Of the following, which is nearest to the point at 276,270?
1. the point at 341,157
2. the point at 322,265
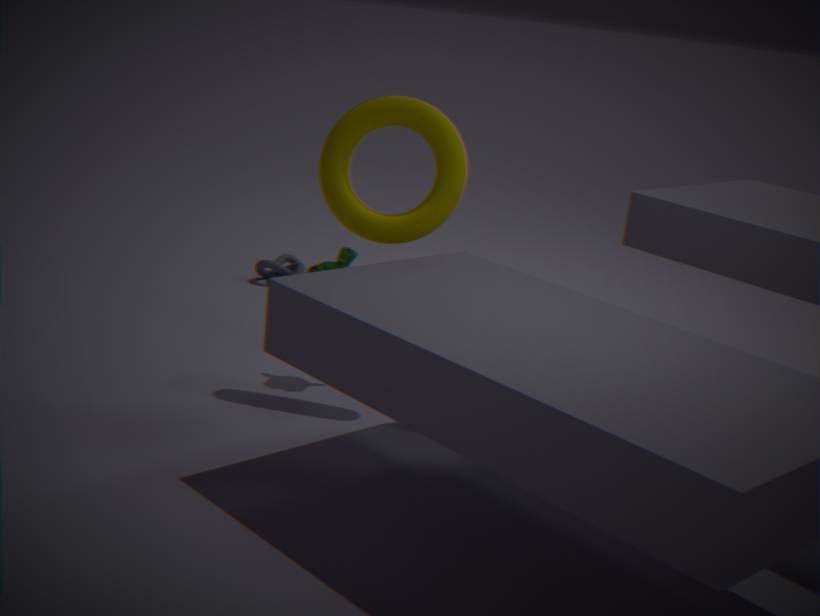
the point at 322,265
